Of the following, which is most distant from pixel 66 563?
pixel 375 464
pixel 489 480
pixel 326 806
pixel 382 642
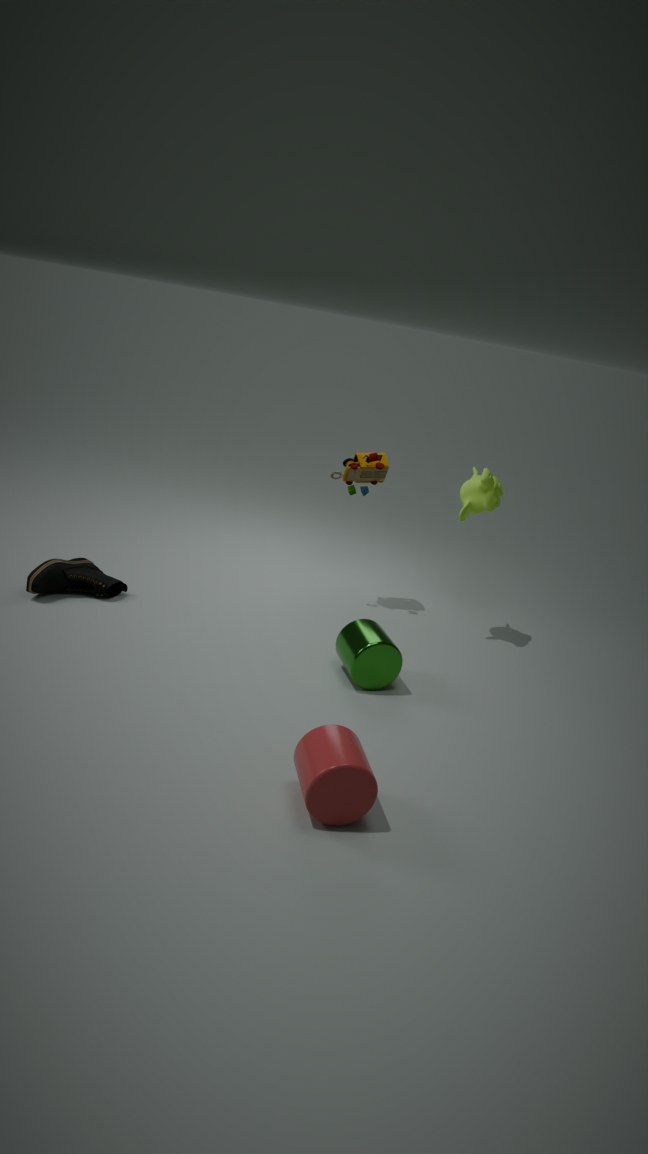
pixel 489 480
